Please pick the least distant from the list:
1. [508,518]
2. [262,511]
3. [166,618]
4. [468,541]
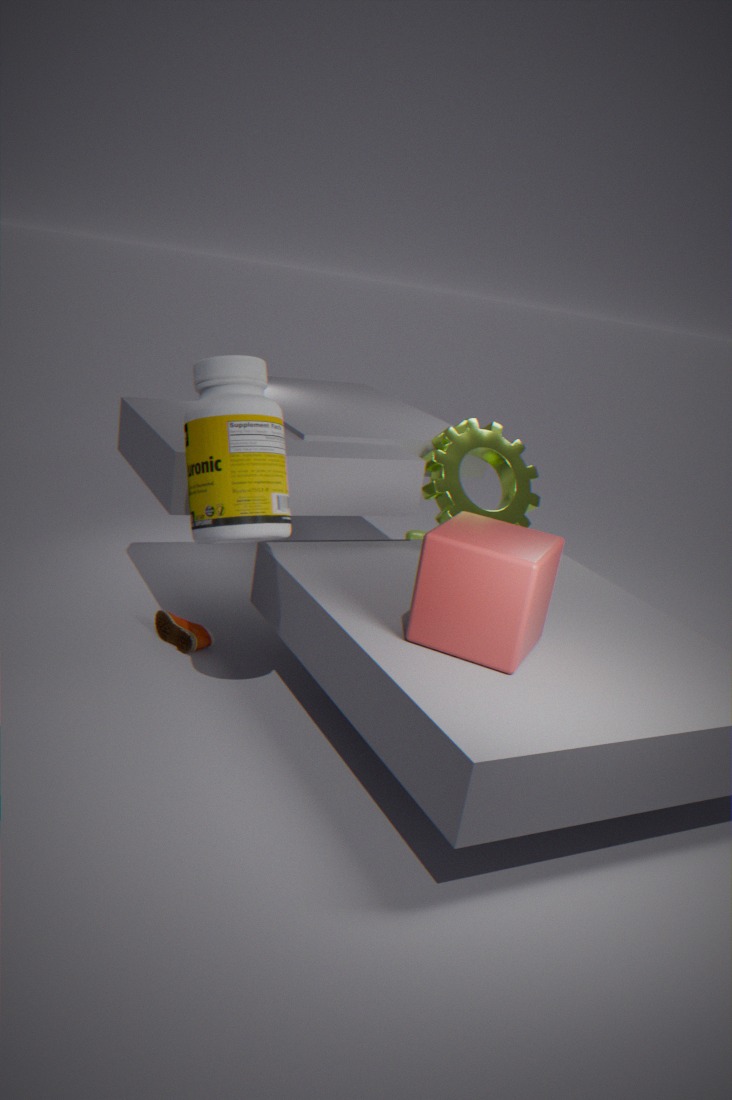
[468,541]
